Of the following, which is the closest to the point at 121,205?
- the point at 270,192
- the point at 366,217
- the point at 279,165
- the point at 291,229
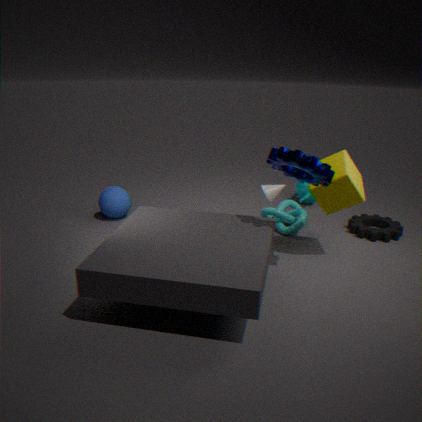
the point at 270,192
